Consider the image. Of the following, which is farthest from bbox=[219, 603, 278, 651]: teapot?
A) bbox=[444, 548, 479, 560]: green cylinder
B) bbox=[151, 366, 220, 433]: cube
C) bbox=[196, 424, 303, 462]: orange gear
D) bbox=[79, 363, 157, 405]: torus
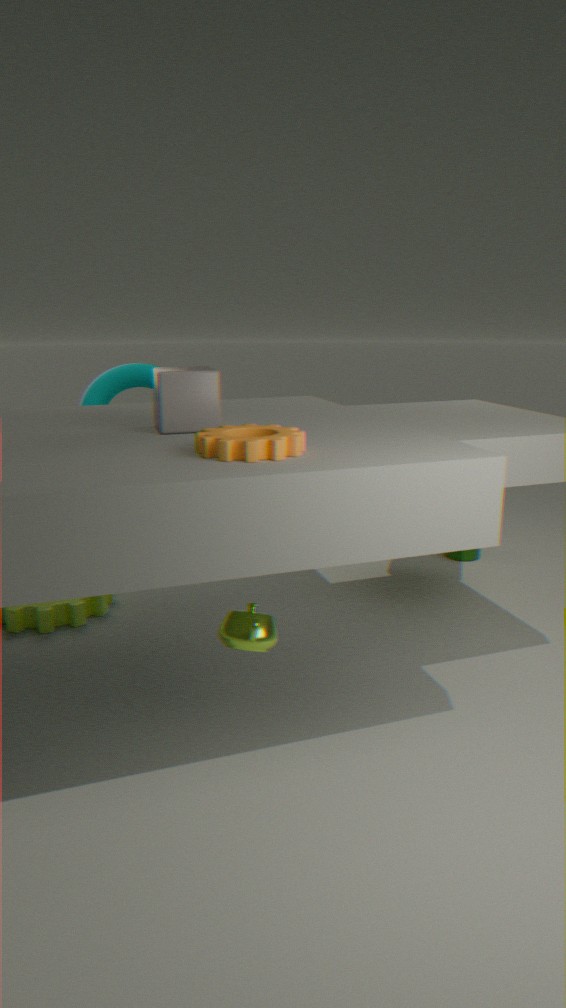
bbox=[444, 548, 479, 560]: green cylinder
